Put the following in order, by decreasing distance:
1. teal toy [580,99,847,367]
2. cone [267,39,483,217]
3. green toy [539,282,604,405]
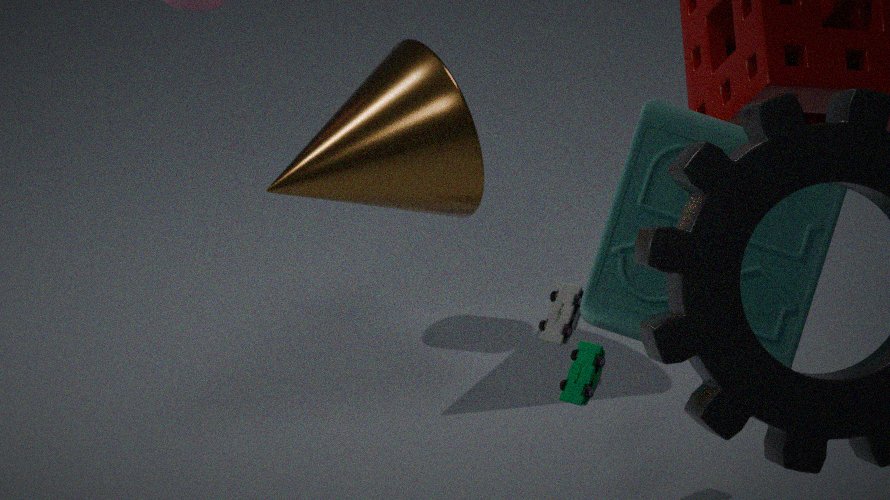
cone [267,39,483,217]
green toy [539,282,604,405]
teal toy [580,99,847,367]
